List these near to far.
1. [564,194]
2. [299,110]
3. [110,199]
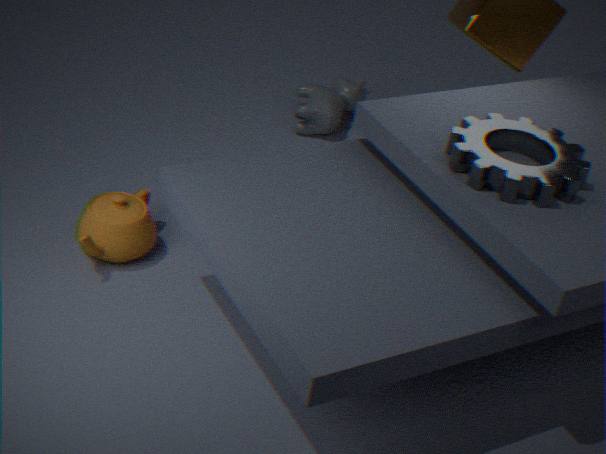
[564,194] → [110,199] → [299,110]
